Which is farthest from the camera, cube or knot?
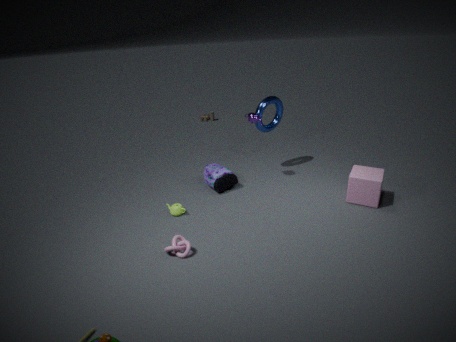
cube
